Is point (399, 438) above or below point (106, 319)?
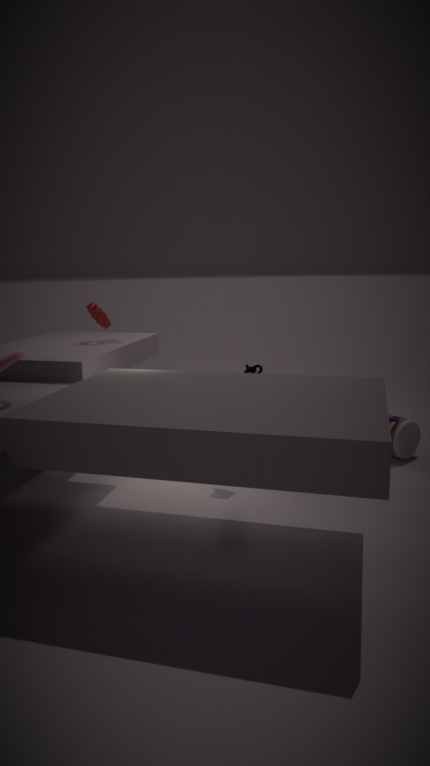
below
